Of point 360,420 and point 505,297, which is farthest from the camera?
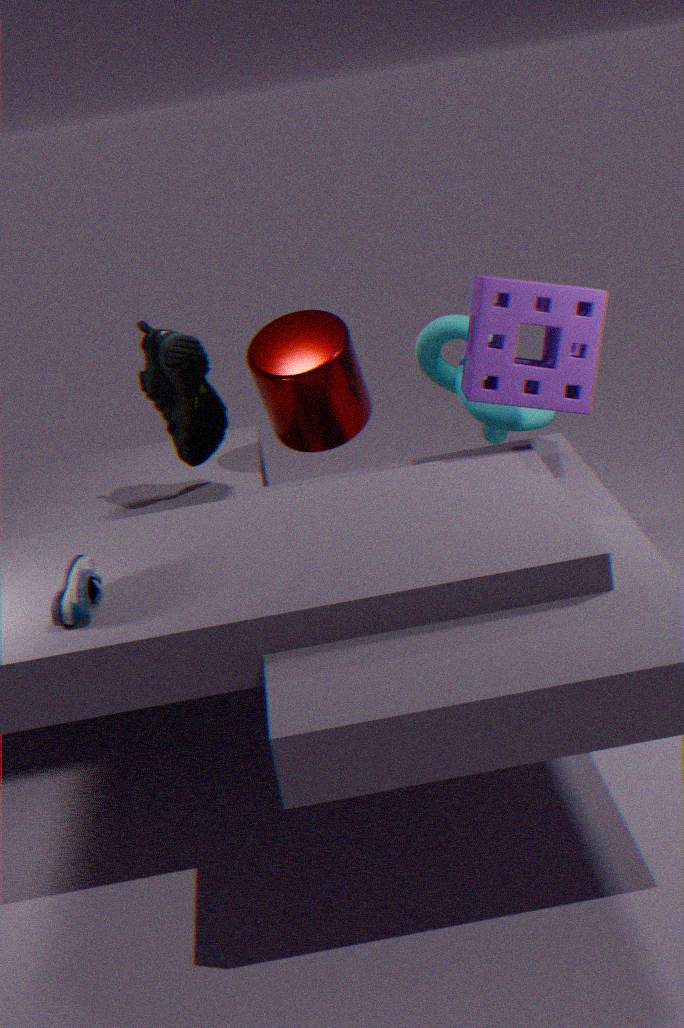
point 360,420
